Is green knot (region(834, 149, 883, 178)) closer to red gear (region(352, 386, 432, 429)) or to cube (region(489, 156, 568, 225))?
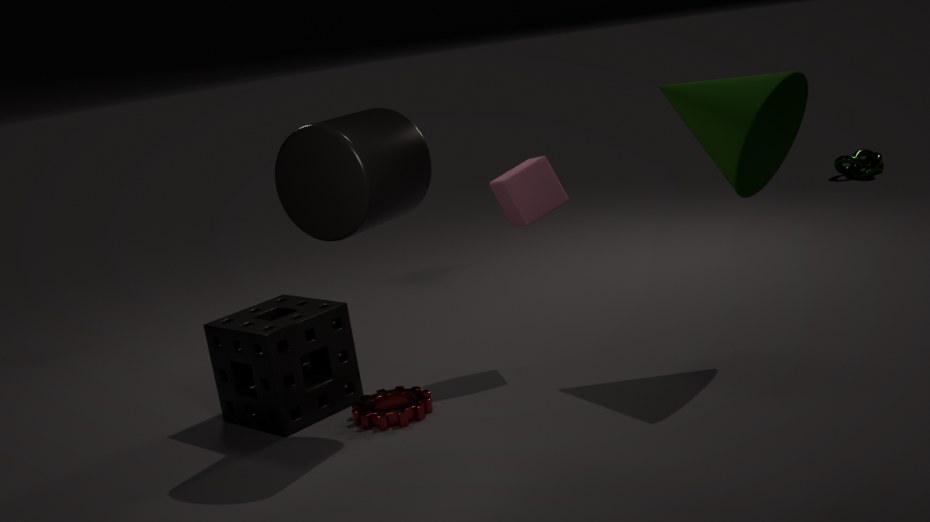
cube (region(489, 156, 568, 225))
